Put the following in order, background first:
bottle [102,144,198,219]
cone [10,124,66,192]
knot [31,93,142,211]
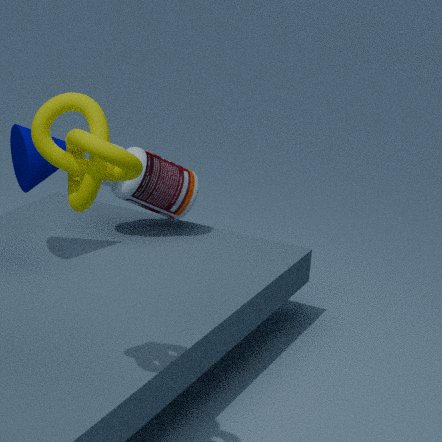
bottle [102,144,198,219], cone [10,124,66,192], knot [31,93,142,211]
